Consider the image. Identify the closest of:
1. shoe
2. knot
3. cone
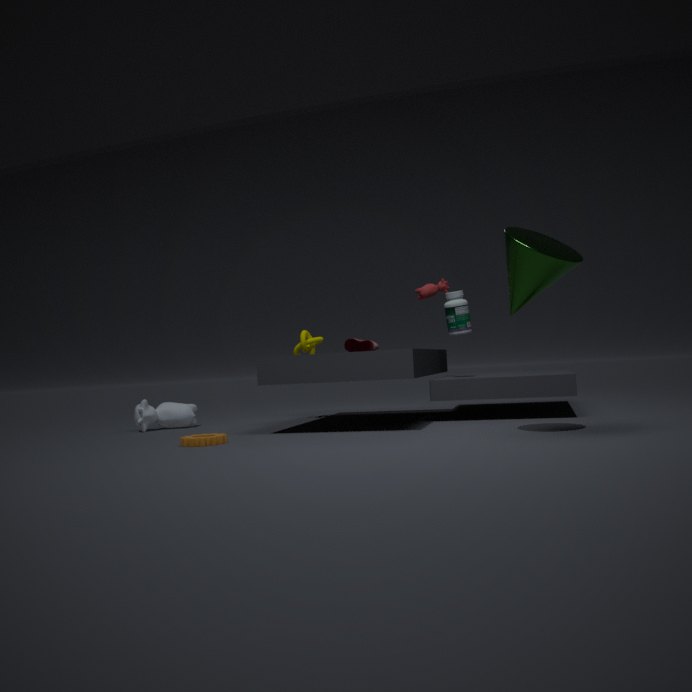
cone
